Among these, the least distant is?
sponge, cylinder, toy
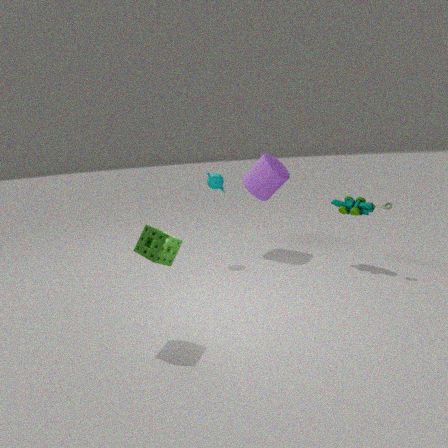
sponge
